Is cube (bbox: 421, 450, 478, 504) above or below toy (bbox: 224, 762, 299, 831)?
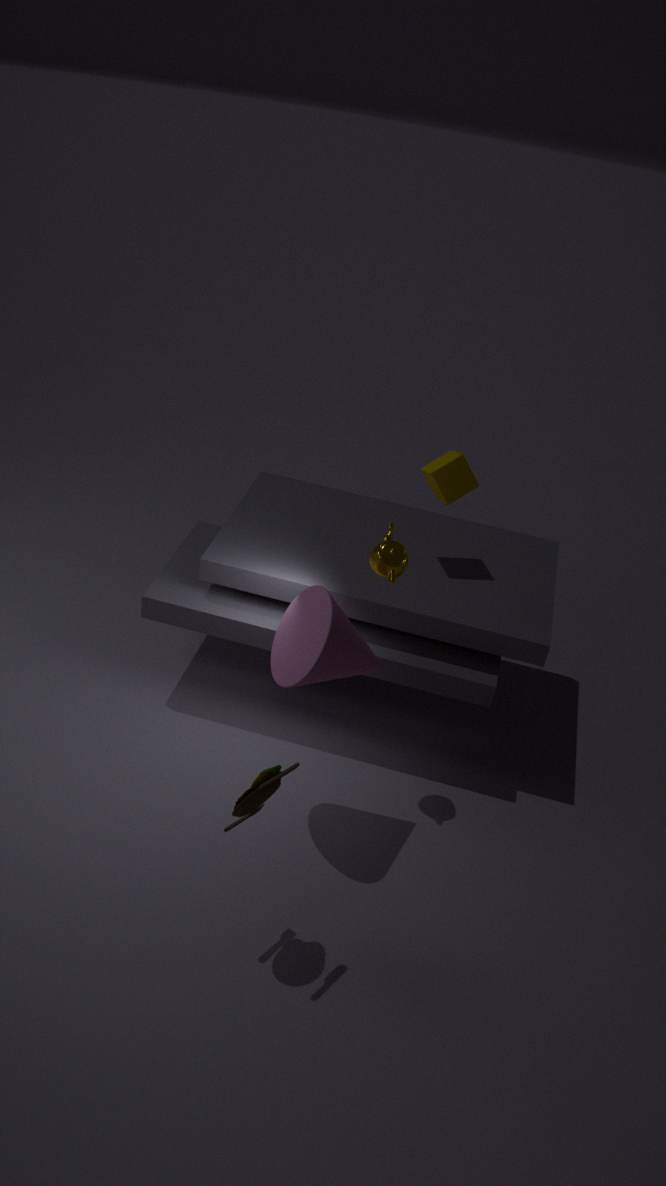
above
